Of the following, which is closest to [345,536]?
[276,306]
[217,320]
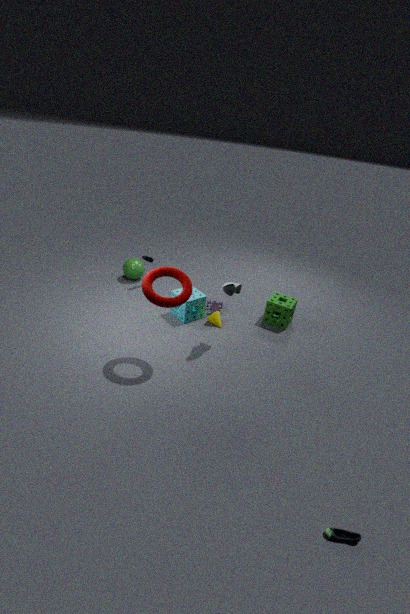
[217,320]
